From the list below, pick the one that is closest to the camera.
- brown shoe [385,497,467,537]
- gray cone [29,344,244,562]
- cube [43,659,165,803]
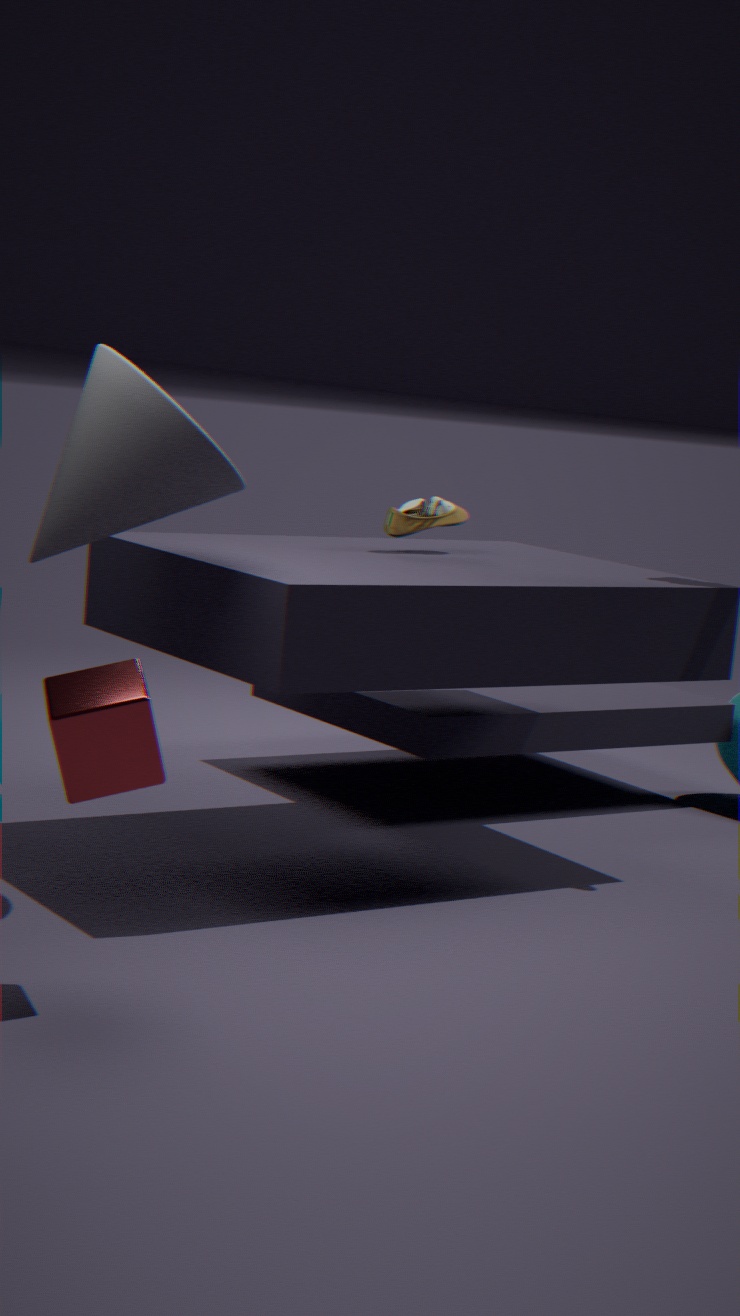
cube [43,659,165,803]
